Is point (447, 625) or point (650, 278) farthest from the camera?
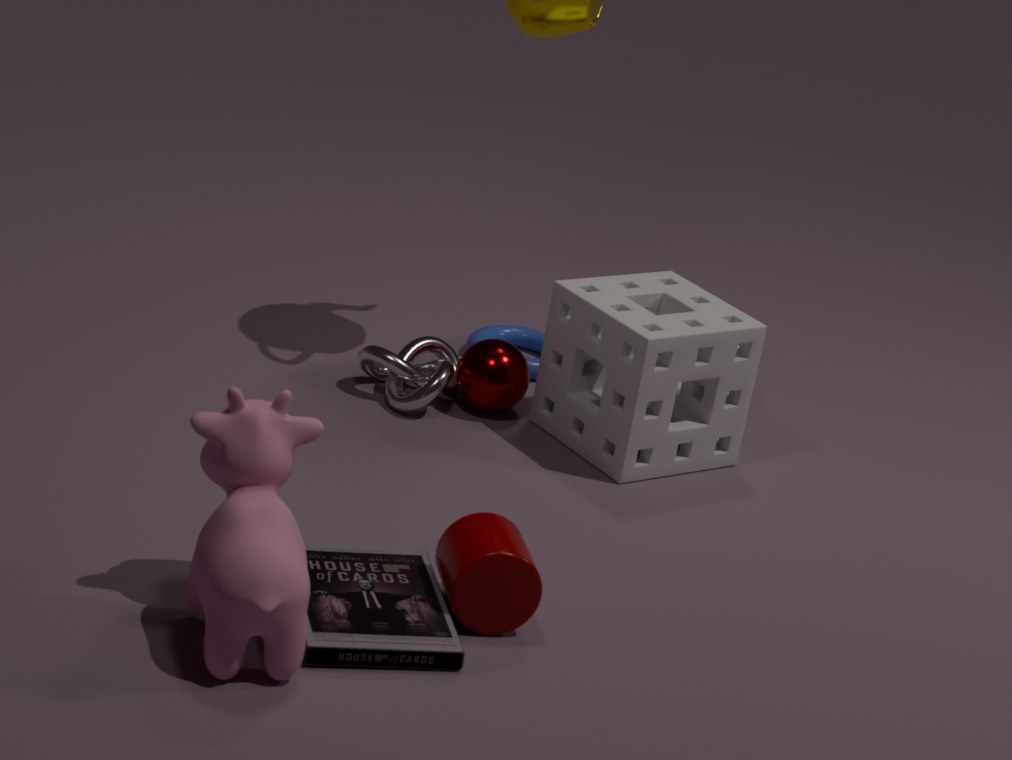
point (650, 278)
